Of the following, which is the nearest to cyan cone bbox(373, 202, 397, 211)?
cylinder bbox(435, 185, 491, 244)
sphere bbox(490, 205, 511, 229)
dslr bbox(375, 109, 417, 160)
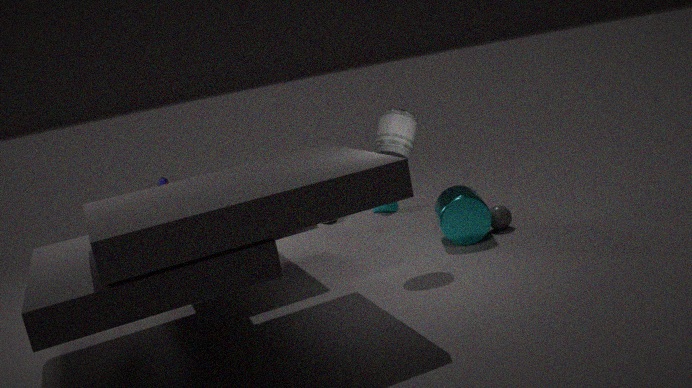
cylinder bbox(435, 185, 491, 244)
